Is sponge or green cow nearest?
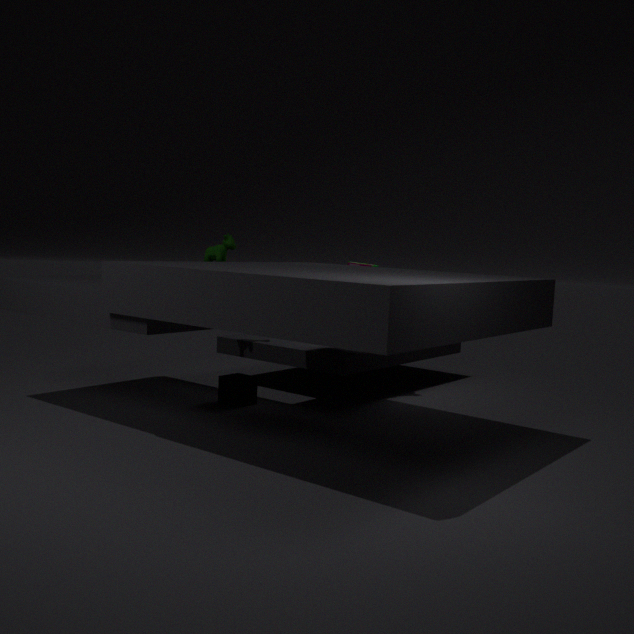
sponge
